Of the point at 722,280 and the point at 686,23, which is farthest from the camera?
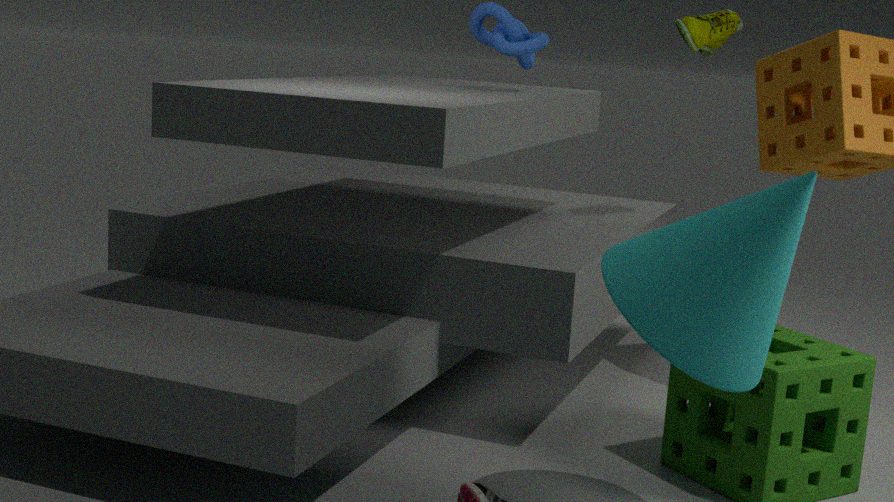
the point at 686,23
